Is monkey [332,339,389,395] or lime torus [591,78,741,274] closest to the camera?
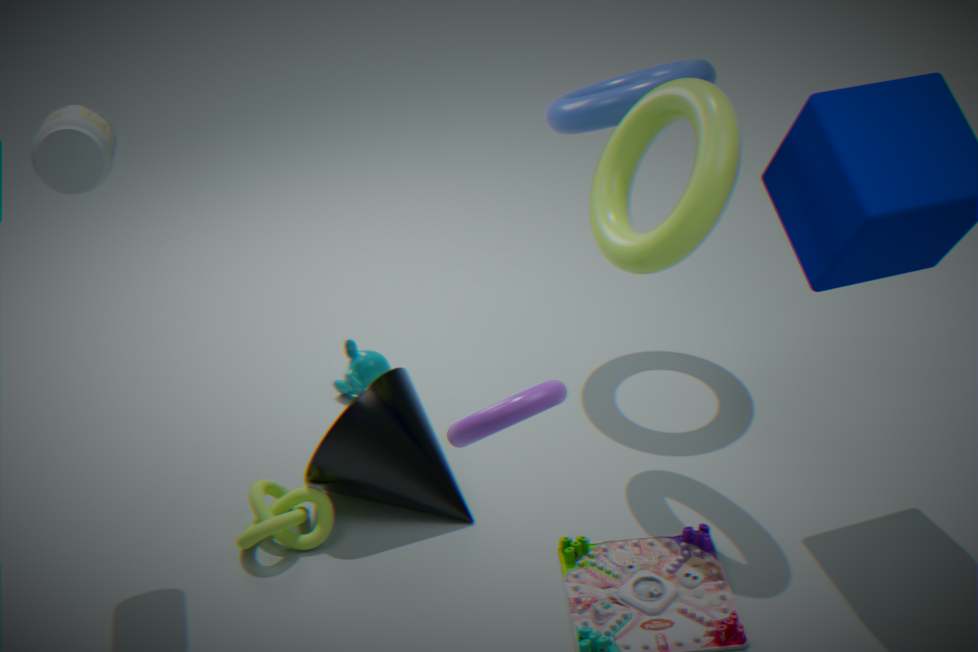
lime torus [591,78,741,274]
